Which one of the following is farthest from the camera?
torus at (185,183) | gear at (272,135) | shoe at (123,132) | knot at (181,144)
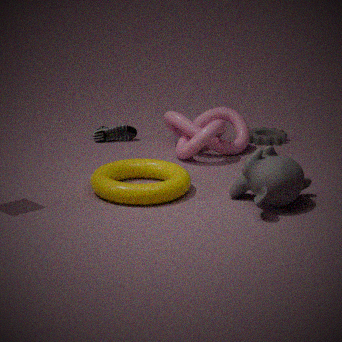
shoe at (123,132)
